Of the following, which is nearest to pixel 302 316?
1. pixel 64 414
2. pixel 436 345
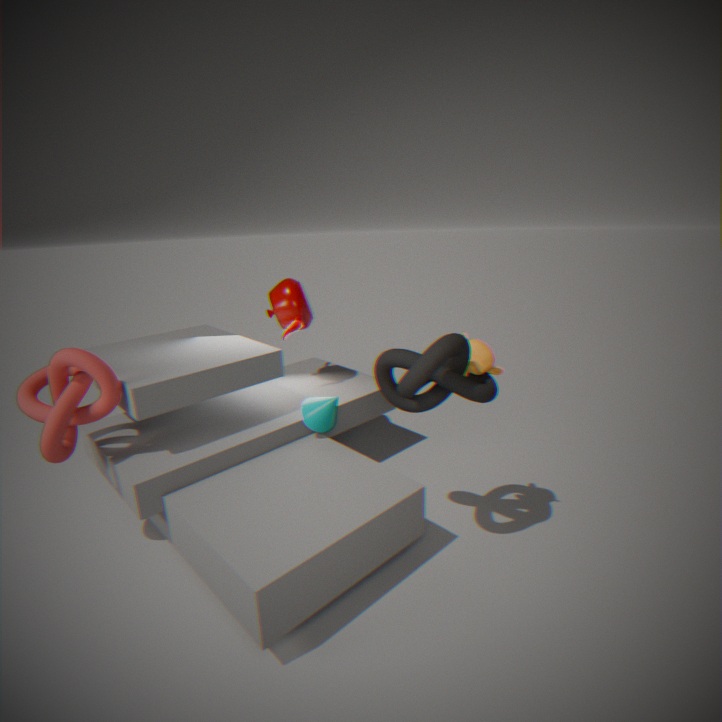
pixel 436 345
